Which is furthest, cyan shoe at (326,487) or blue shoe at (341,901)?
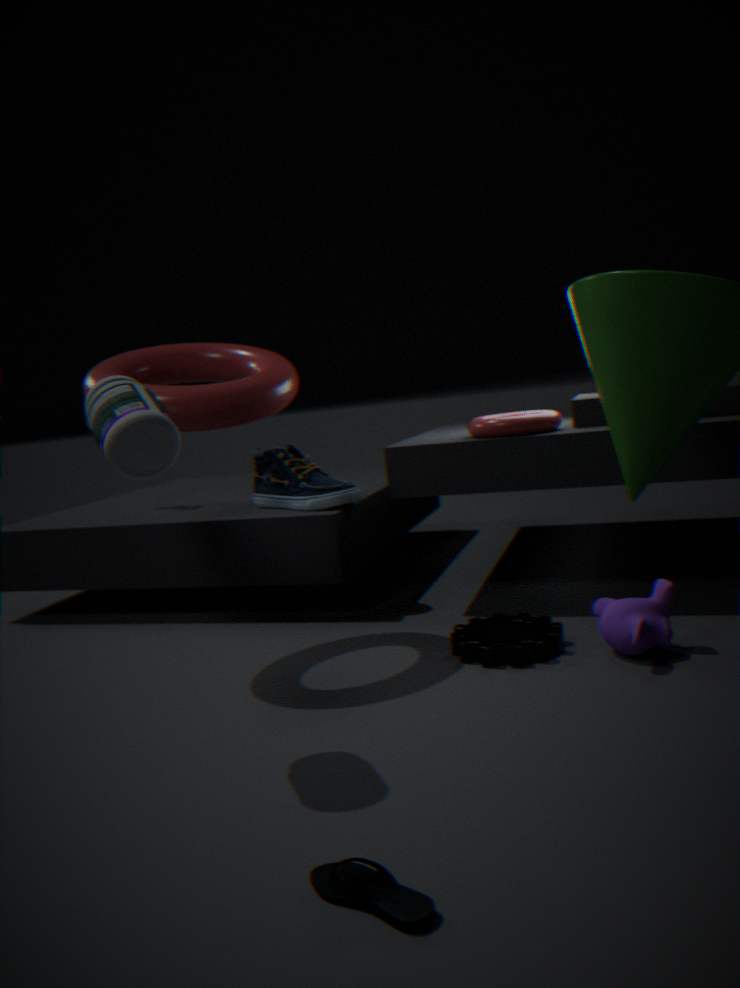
cyan shoe at (326,487)
